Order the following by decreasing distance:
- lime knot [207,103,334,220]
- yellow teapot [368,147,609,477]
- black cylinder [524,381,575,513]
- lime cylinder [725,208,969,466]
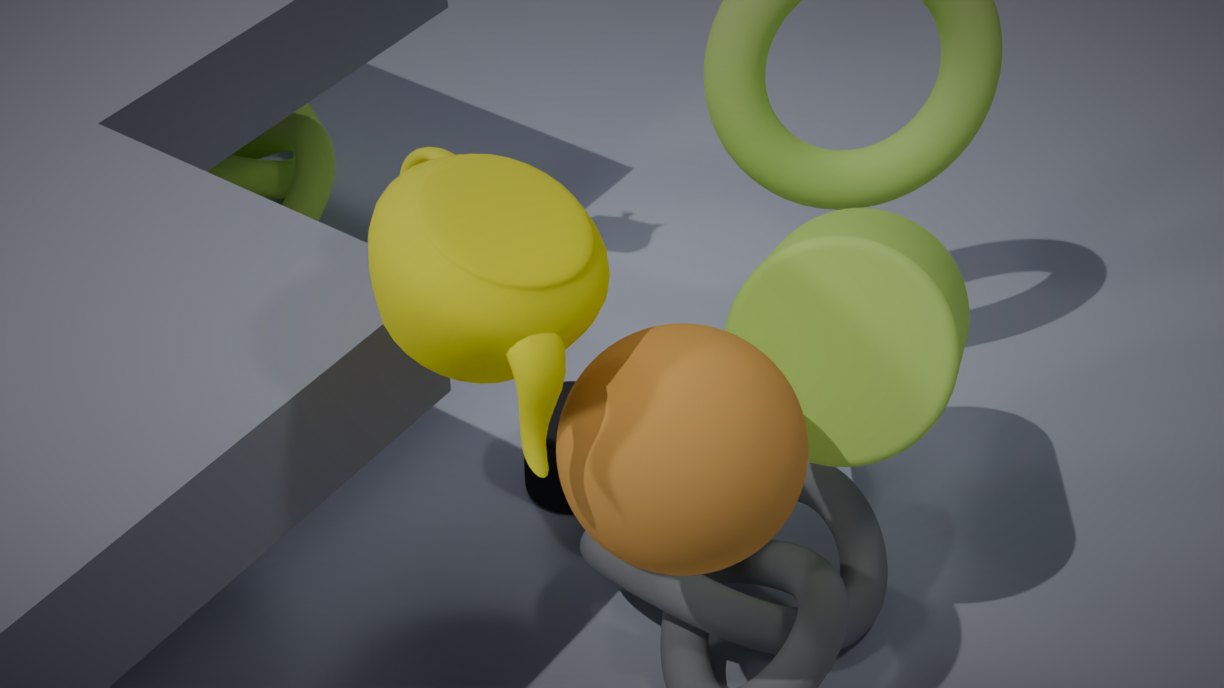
1. lime knot [207,103,334,220]
2. black cylinder [524,381,575,513]
3. lime cylinder [725,208,969,466]
4. yellow teapot [368,147,609,477]
